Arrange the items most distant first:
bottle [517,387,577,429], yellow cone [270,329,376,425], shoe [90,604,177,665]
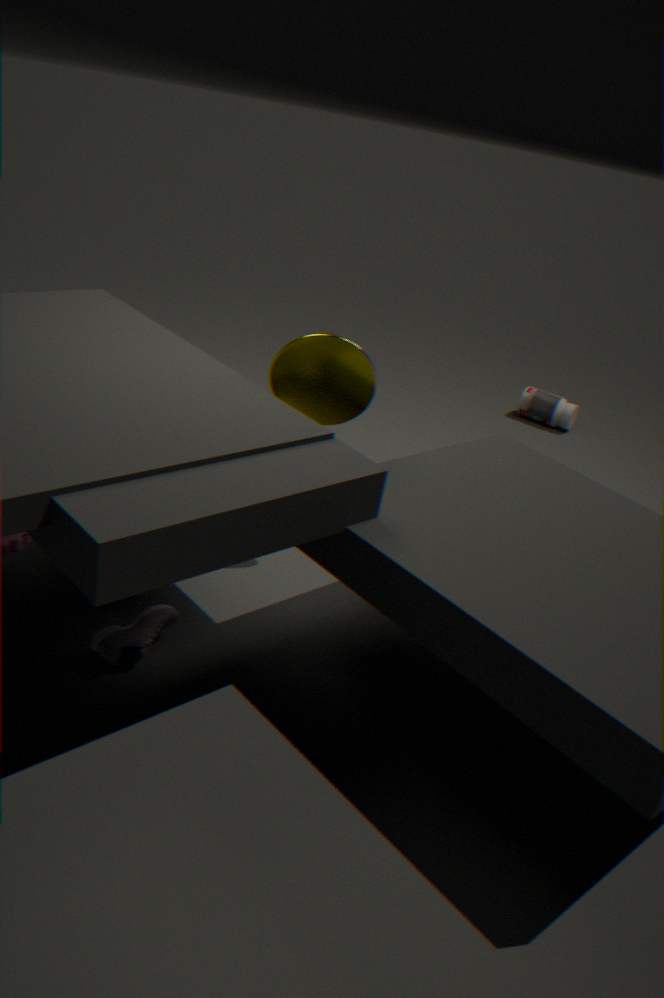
bottle [517,387,577,429] → yellow cone [270,329,376,425] → shoe [90,604,177,665]
